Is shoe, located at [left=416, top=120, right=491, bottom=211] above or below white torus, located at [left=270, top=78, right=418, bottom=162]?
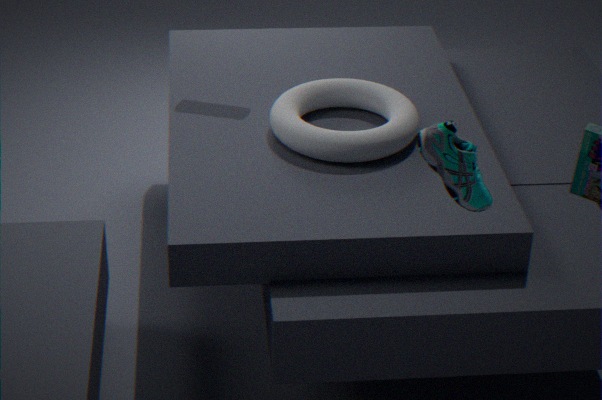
above
